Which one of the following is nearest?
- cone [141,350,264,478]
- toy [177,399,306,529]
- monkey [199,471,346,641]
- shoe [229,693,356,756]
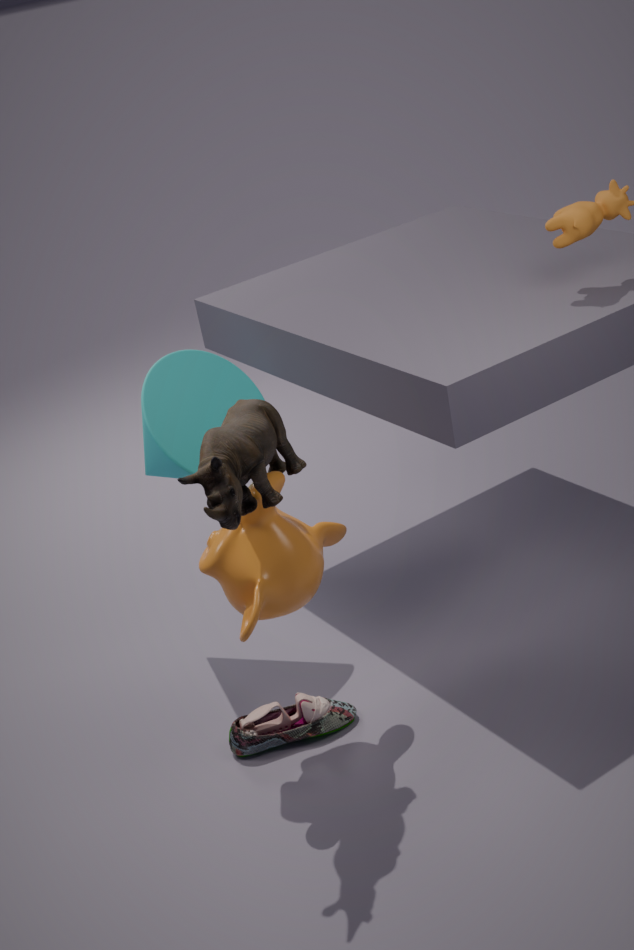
toy [177,399,306,529]
